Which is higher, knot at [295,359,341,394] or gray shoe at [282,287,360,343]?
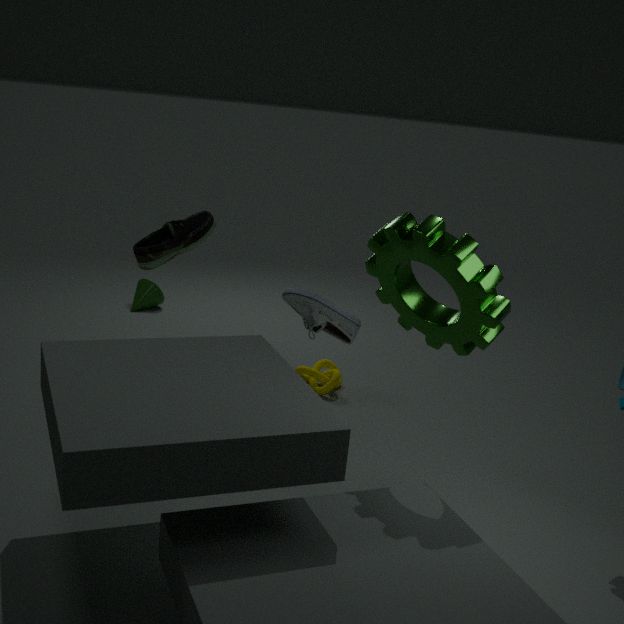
gray shoe at [282,287,360,343]
